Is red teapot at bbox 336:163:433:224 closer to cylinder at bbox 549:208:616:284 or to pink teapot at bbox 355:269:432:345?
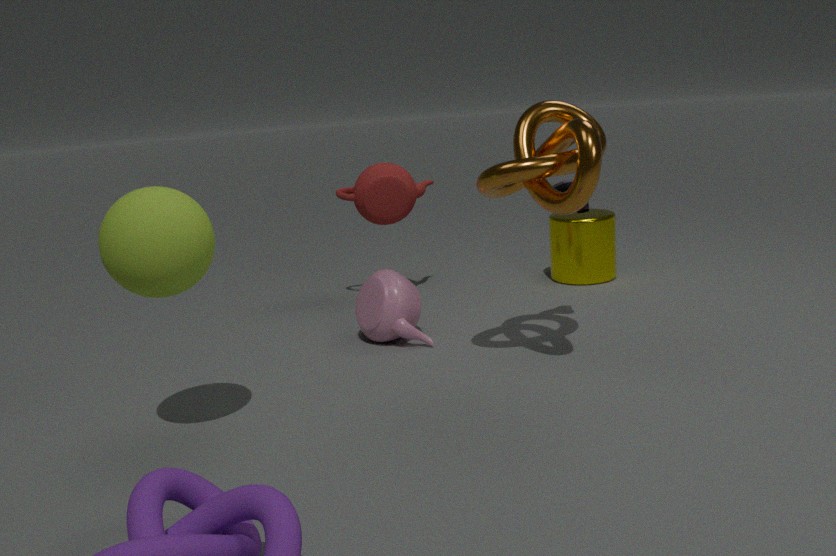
pink teapot at bbox 355:269:432:345
